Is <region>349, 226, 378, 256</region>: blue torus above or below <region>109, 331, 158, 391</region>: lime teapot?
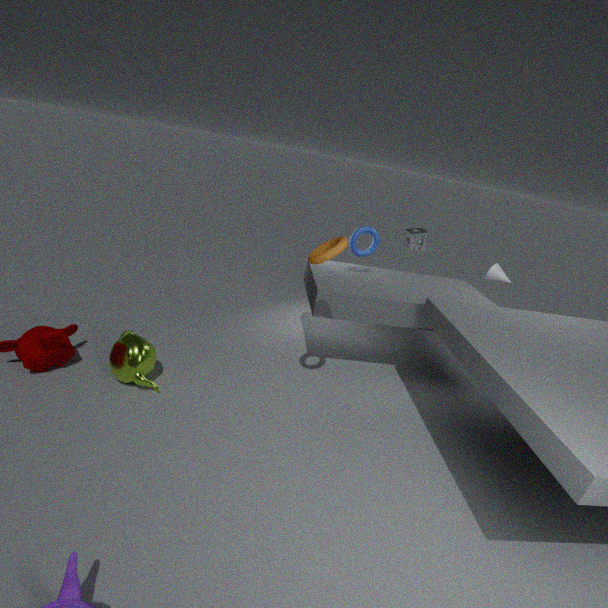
above
